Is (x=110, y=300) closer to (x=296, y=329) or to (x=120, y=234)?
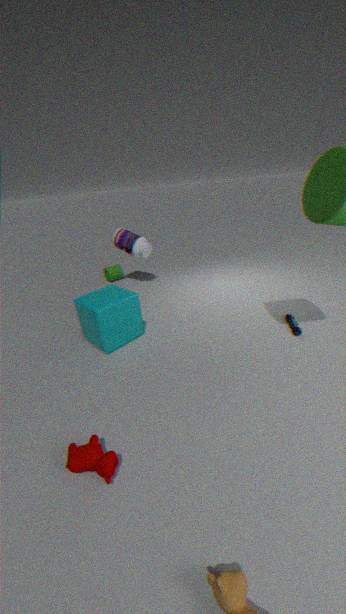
(x=120, y=234)
